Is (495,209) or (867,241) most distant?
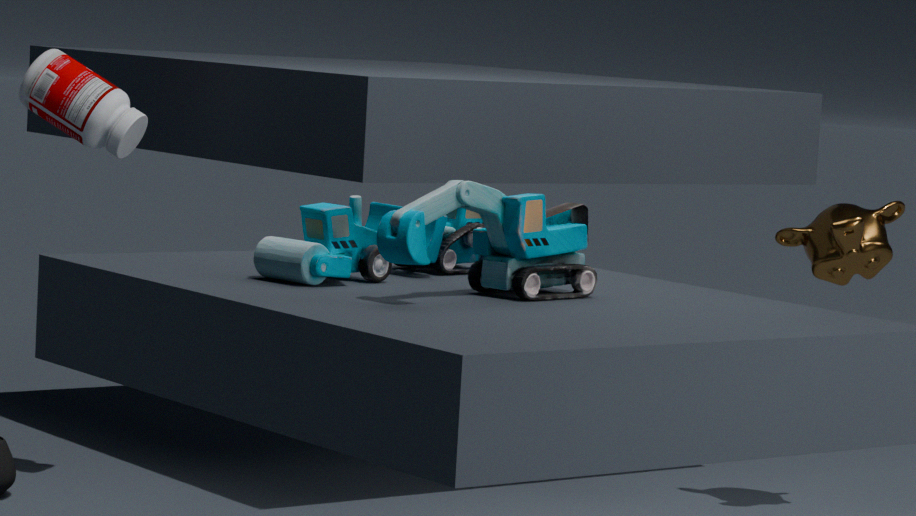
(867,241)
